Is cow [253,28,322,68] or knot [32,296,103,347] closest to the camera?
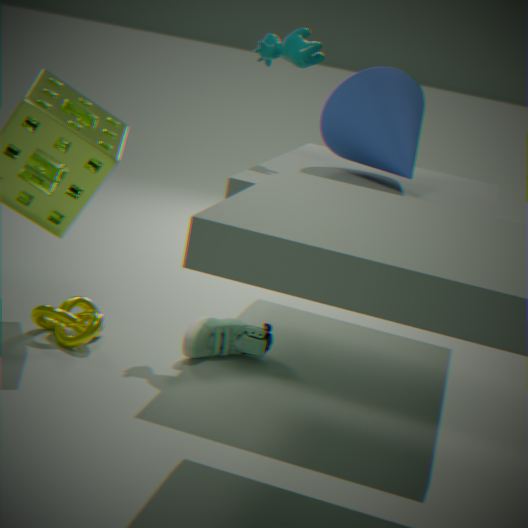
knot [32,296,103,347]
